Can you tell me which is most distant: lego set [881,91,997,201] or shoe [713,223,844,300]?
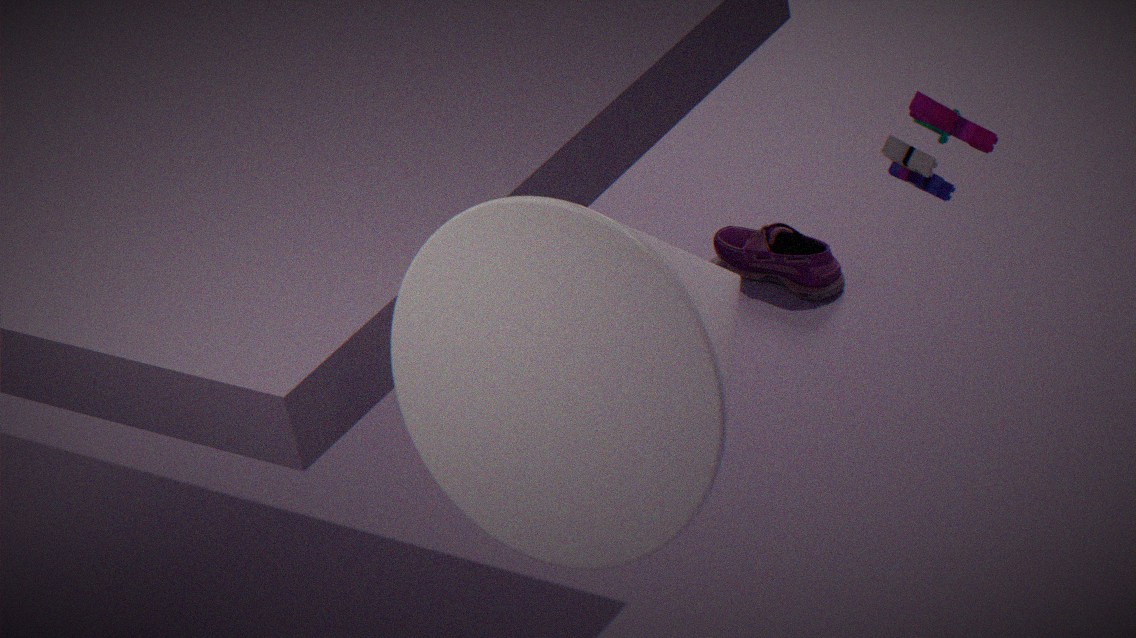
shoe [713,223,844,300]
